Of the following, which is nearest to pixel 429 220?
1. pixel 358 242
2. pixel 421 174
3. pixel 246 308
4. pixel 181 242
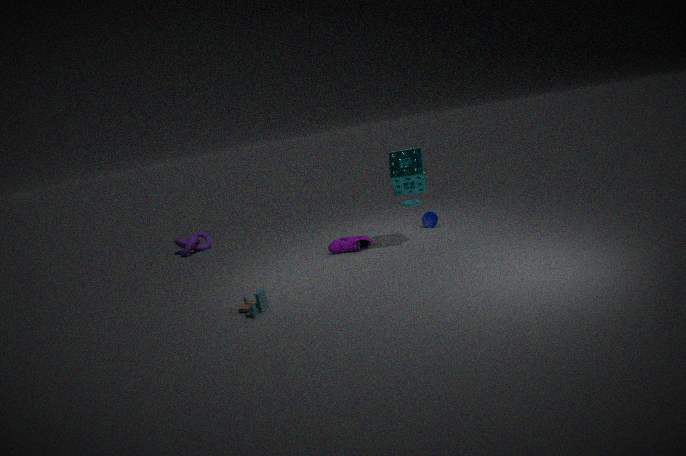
pixel 421 174
